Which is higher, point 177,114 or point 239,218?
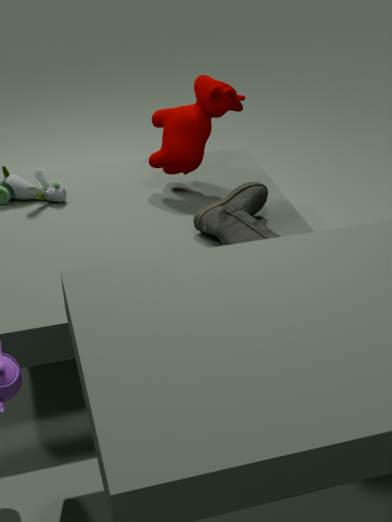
point 177,114
